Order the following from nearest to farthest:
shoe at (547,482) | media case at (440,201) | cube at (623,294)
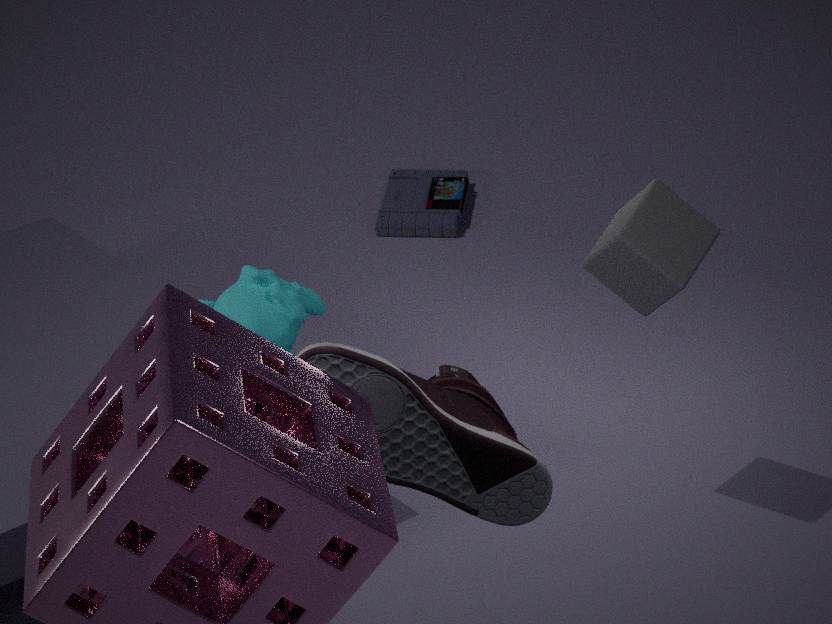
shoe at (547,482), cube at (623,294), media case at (440,201)
